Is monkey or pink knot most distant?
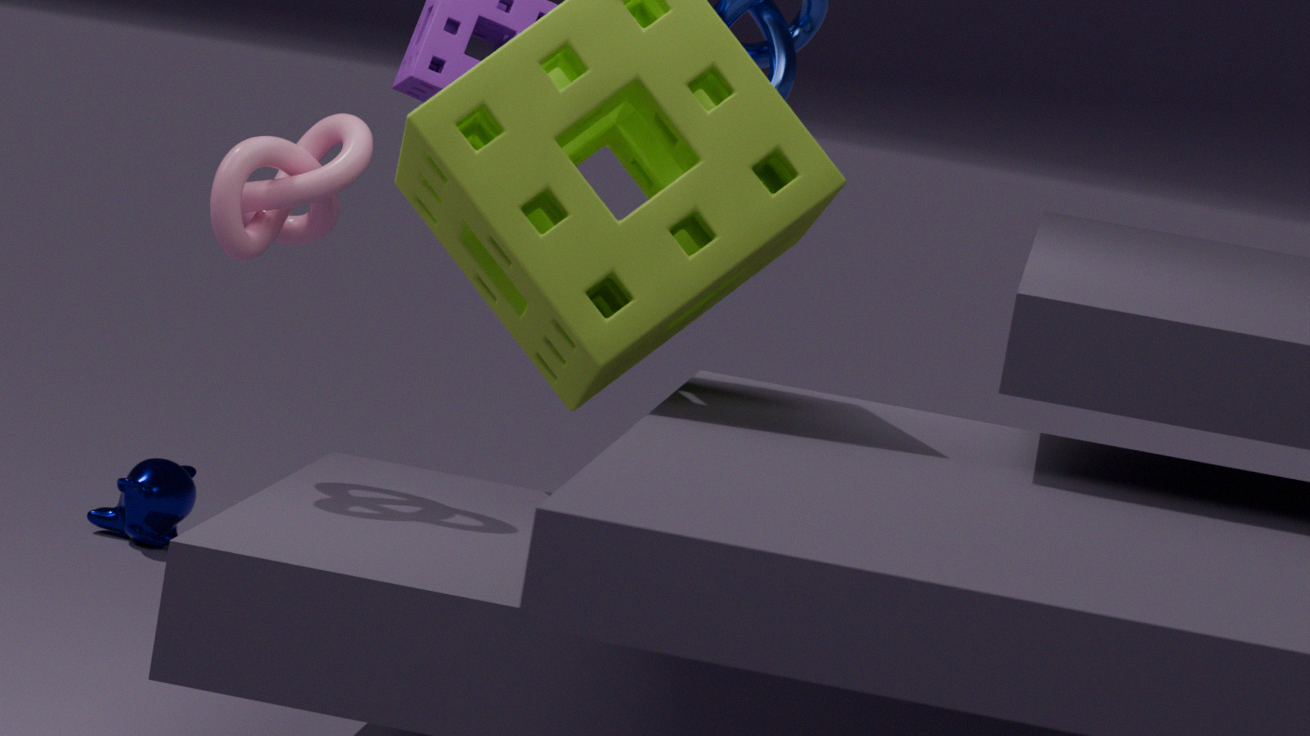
monkey
